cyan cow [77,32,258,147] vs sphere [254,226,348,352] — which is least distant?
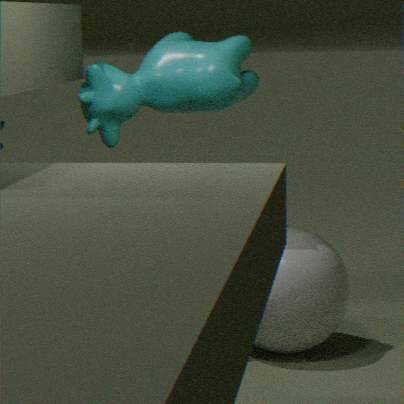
sphere [254,226,348,352]
